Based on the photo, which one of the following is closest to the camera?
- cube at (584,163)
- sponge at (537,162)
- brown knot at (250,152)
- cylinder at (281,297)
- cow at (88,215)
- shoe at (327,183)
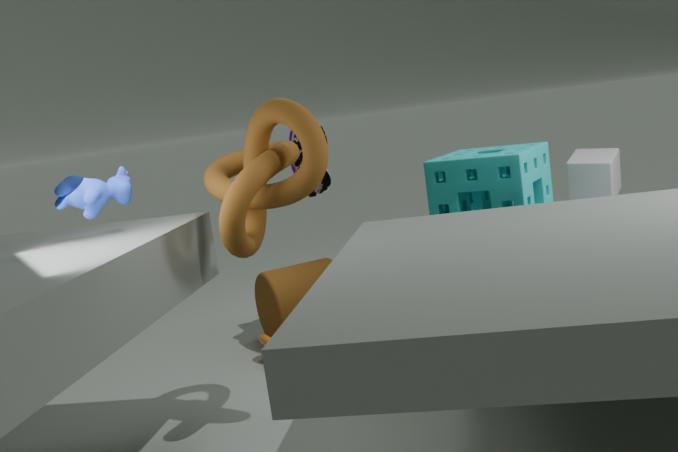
brown knot at (250,152)
